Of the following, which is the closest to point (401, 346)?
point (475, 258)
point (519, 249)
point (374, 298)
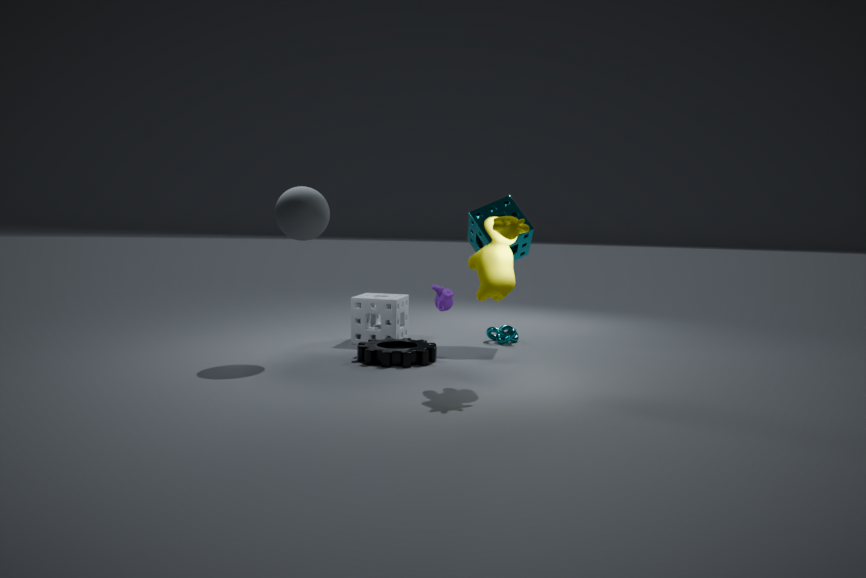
point (374, 298)
